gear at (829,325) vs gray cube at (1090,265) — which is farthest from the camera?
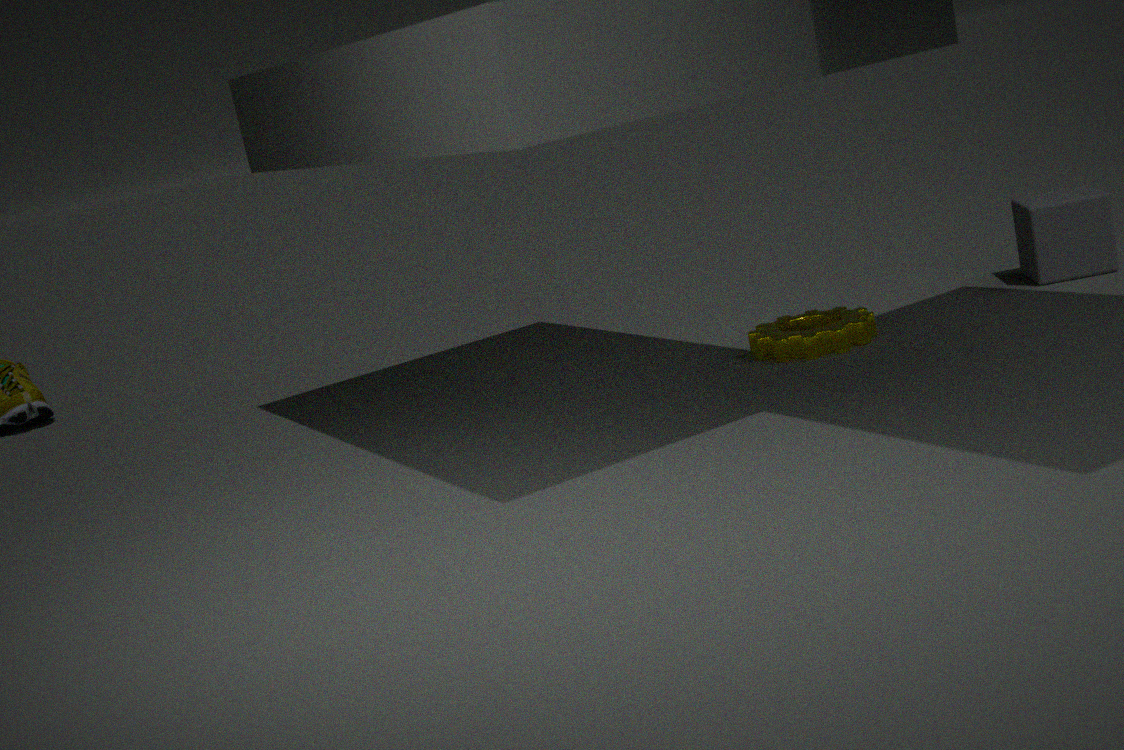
gray cube at (1090,265)
